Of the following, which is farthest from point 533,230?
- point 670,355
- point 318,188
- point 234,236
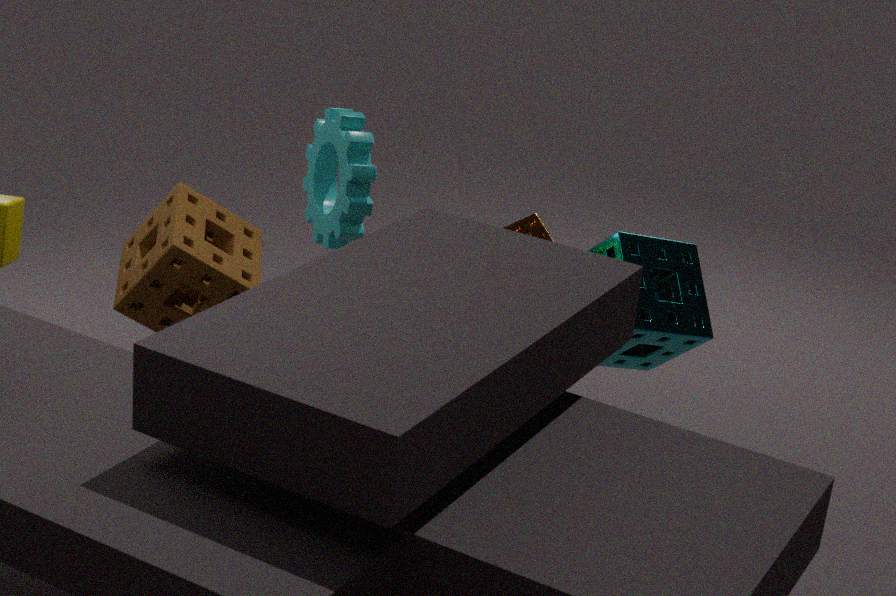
point 234,236
